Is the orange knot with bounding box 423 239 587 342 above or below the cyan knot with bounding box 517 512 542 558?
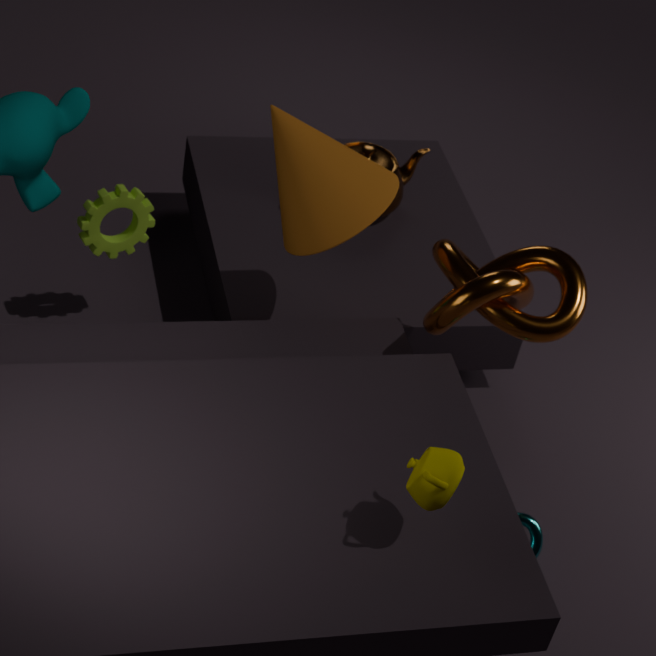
above
